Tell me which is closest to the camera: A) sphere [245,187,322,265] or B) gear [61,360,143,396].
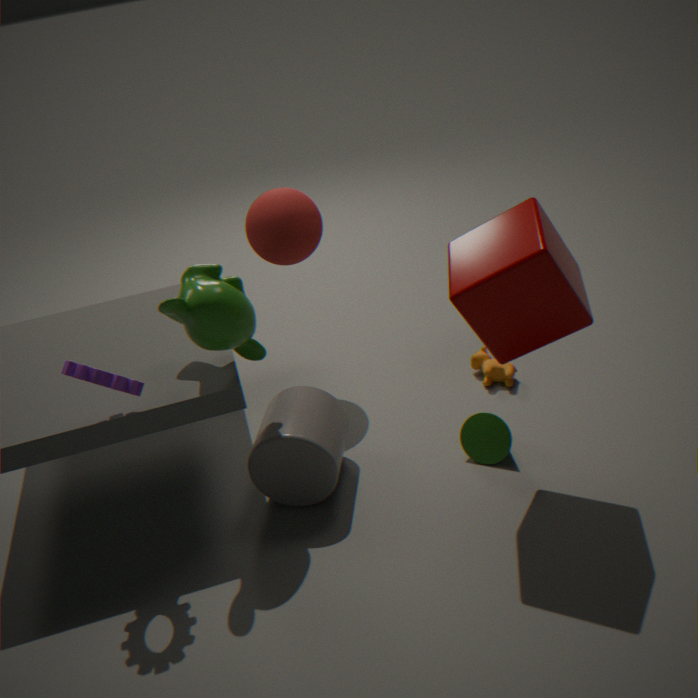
B. gear [61,360,143,396]
